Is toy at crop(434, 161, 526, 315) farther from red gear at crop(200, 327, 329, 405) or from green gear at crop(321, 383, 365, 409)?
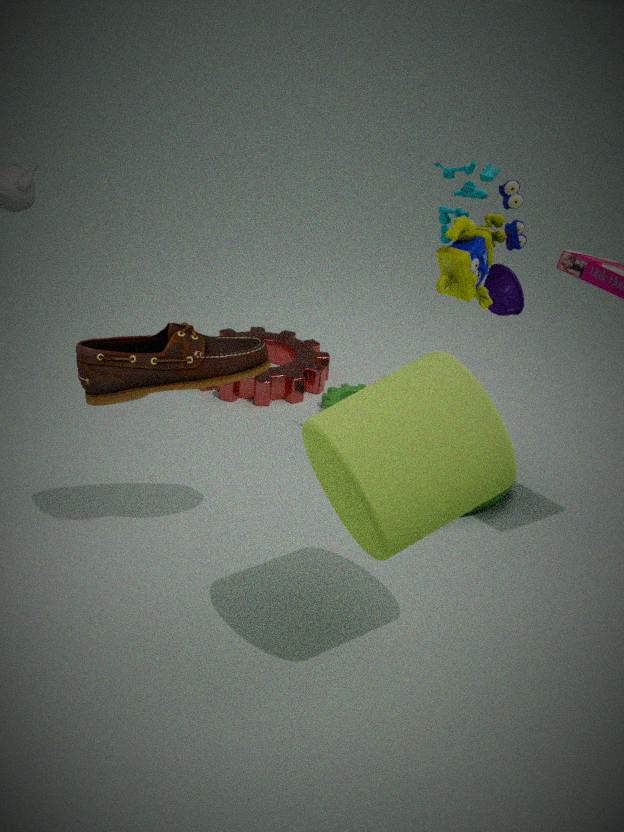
red gear at crop(200, 327, 329, 405)
